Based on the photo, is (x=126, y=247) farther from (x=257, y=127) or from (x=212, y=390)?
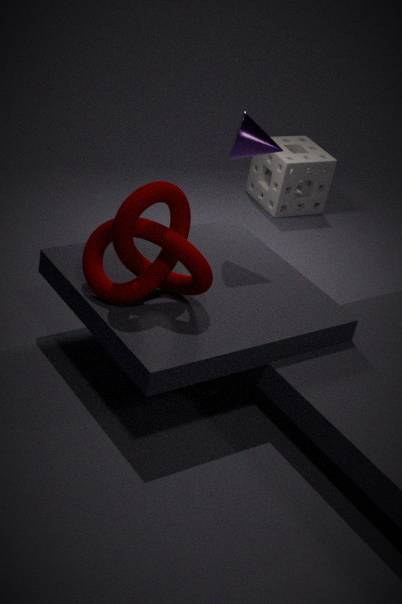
(x=257, y=127)
